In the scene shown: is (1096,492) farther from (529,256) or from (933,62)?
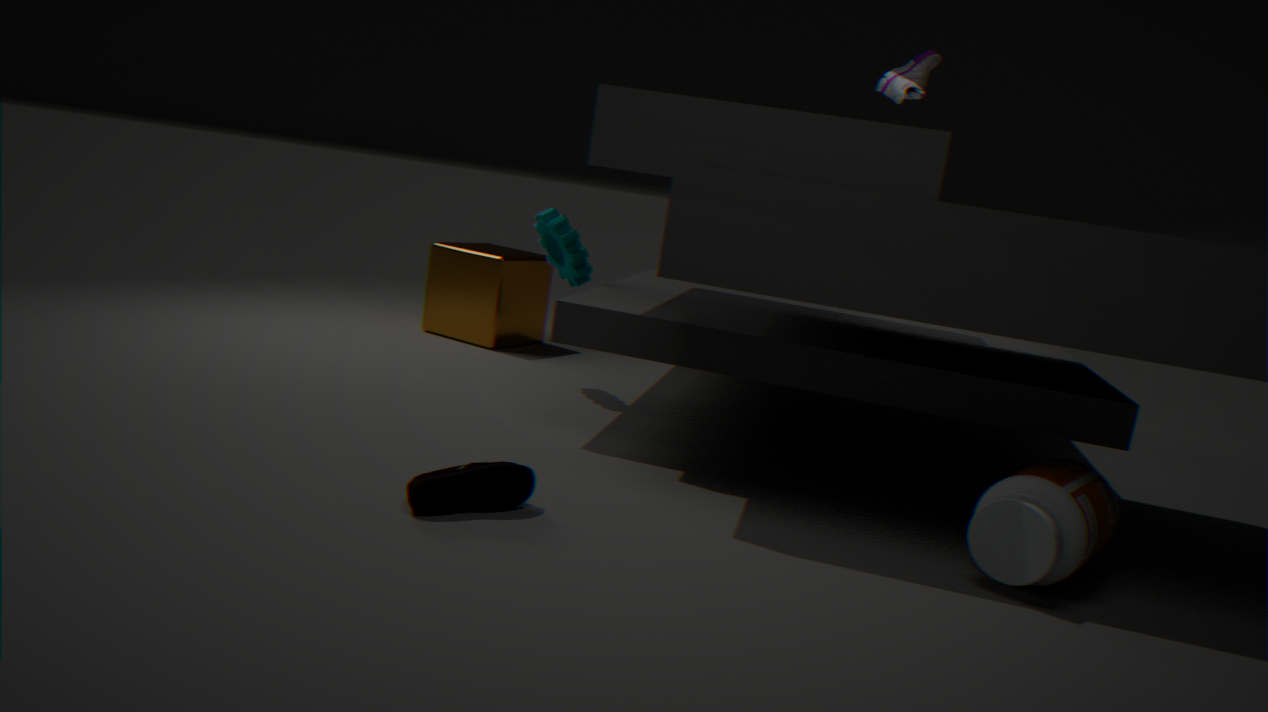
(529,256)
